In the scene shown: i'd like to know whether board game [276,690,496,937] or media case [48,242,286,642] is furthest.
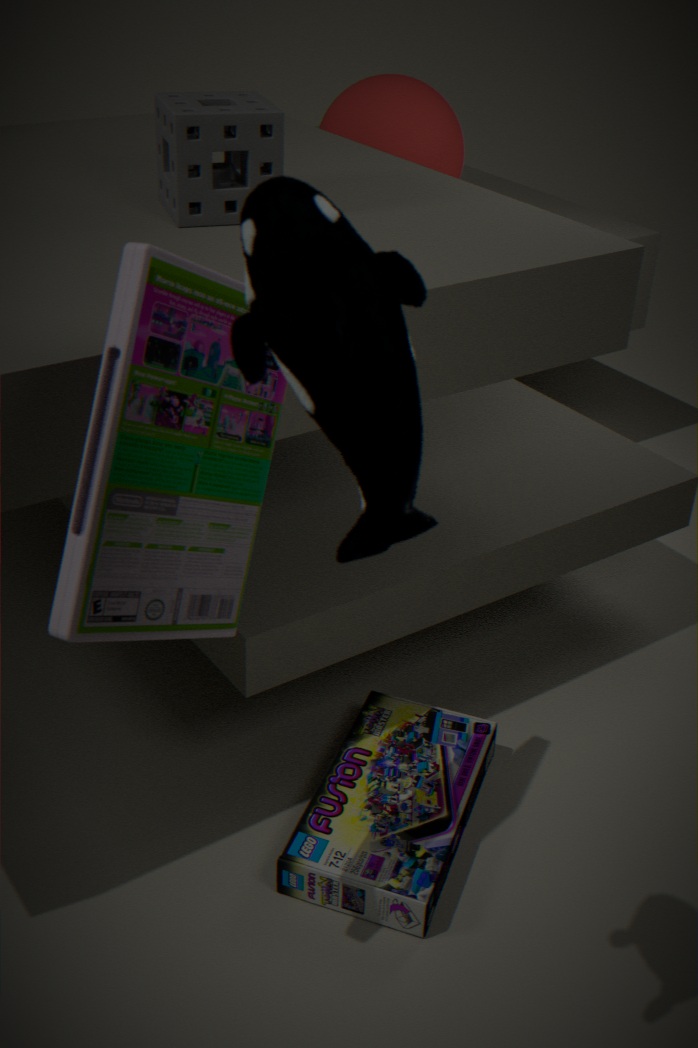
board game [276,690,496,937]
